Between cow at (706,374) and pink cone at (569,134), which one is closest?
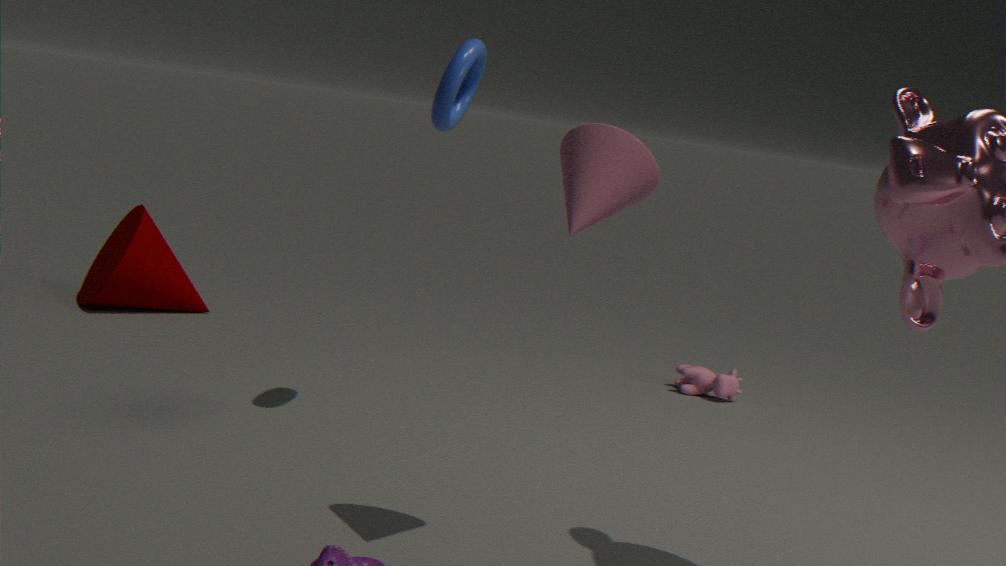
pink cone at (569,134)
